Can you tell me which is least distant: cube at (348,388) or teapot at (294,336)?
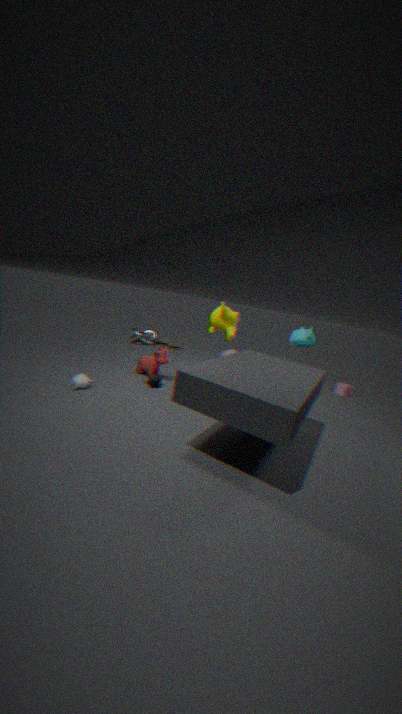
teapot at (294,336)
